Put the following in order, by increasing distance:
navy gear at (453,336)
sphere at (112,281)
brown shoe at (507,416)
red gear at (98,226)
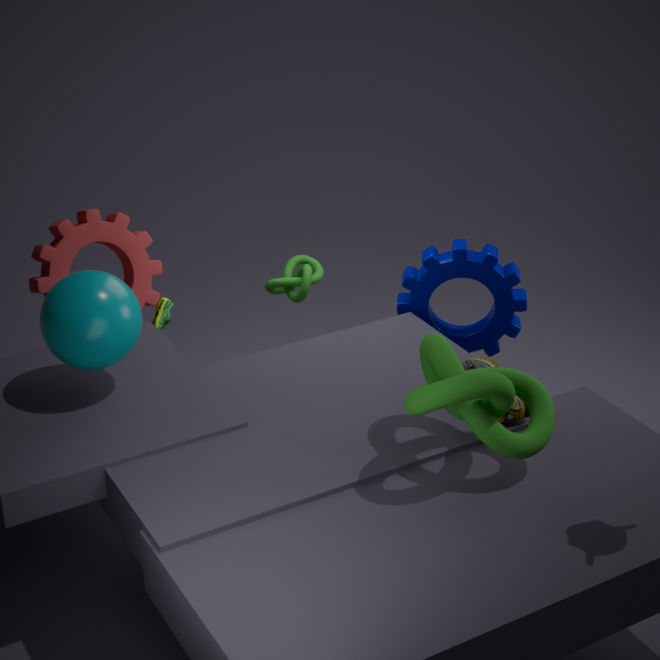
sphere at (112,281)
brown shoe at (507,416)
red gear at (98,226)
navy gear at (453,336)
